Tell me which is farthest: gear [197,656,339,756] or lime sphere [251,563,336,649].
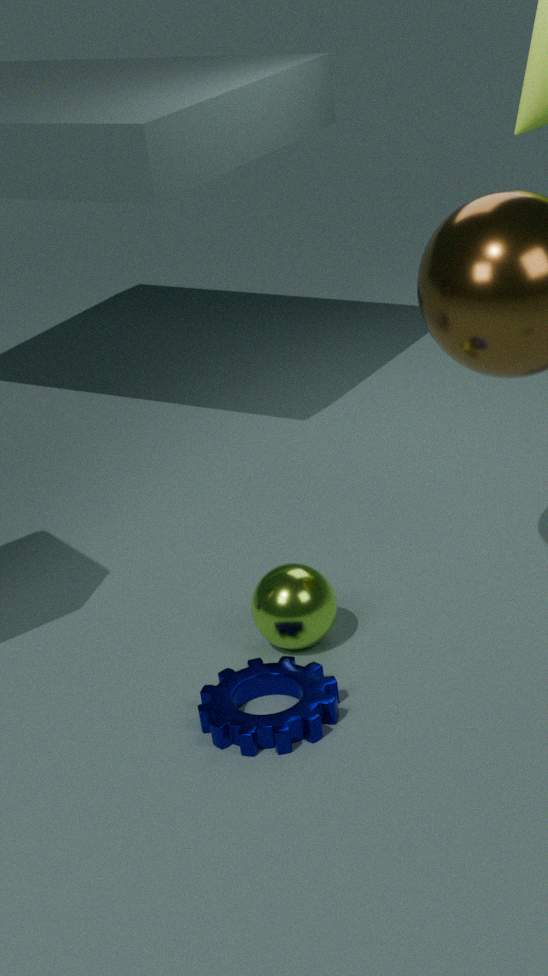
lime sphere [251,563,336,649]
